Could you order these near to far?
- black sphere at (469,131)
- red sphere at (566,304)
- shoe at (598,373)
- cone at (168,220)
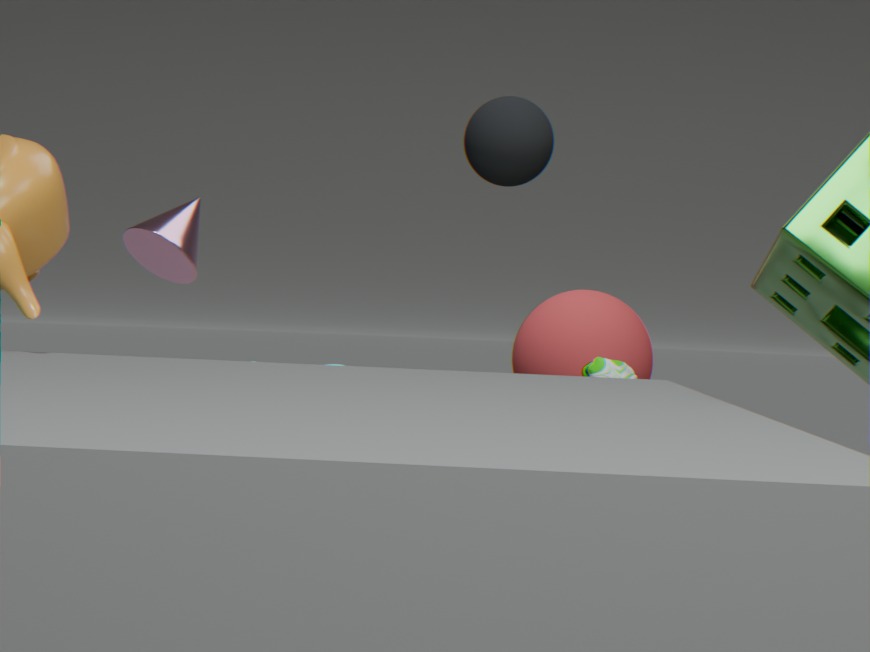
black sphere at (469,131) → shoe at (598,373) → red sphere at (566,304) → cone at (168,220)
